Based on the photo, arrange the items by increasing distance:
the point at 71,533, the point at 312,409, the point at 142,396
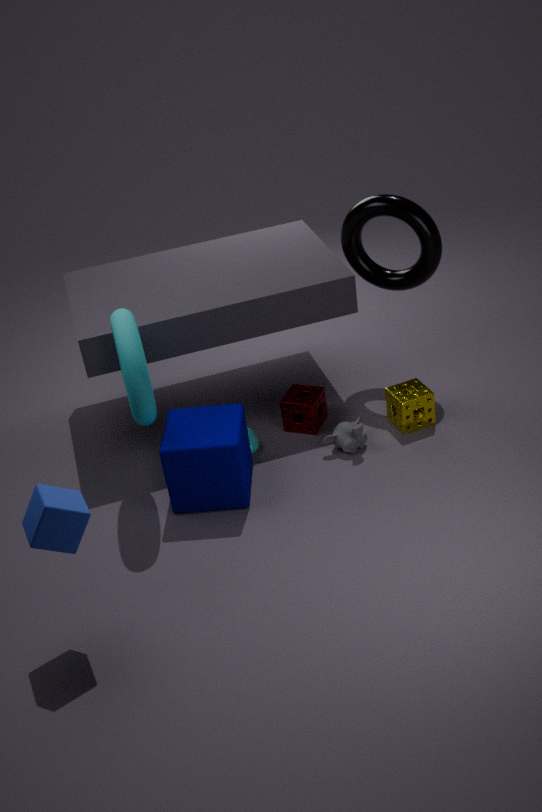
the point at 71,533, the point at 142,396, the point at 312,409
